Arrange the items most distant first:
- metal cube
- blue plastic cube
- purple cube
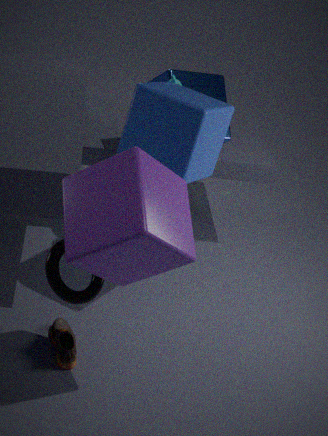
metal cube
blue plastic cube
purple cube
